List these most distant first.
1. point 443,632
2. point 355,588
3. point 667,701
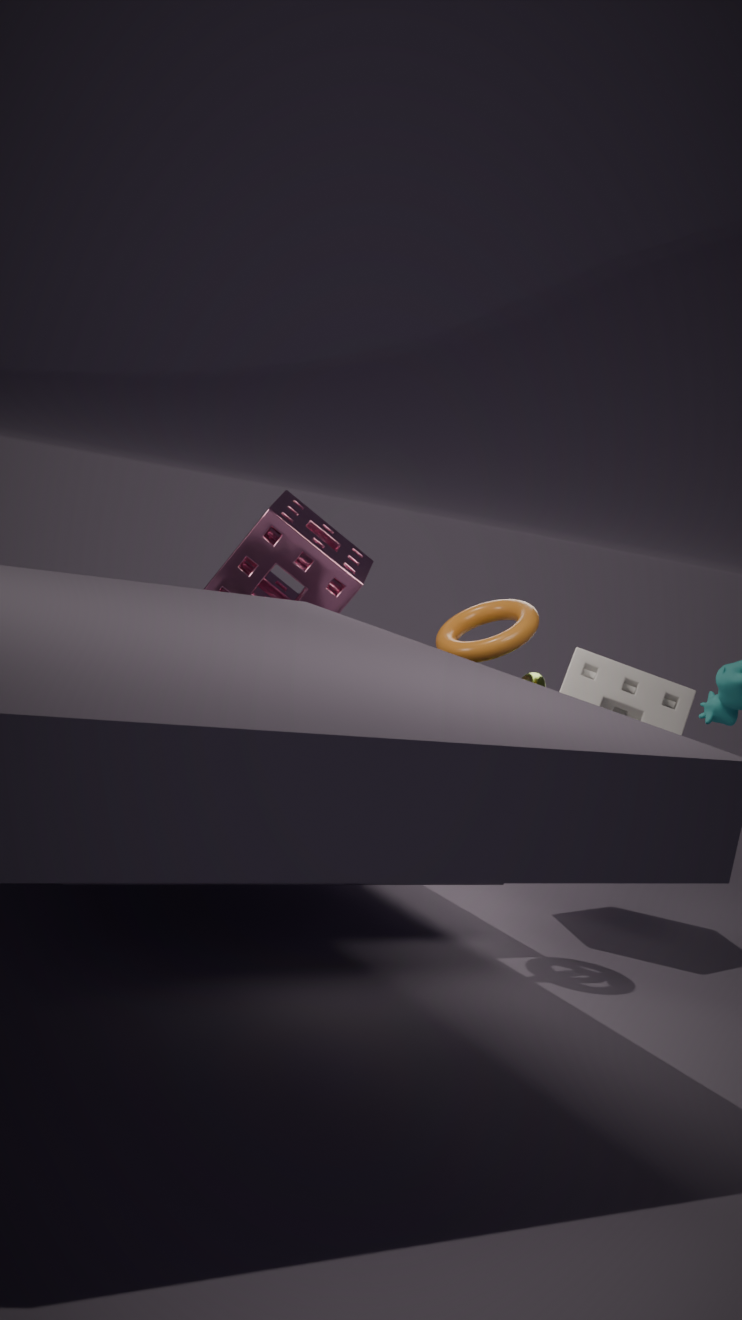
point 355,588
point 667,701
point 443,632
